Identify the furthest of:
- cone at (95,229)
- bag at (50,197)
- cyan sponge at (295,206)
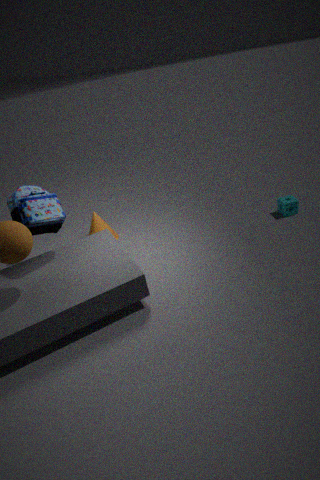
cone at (95,229)
